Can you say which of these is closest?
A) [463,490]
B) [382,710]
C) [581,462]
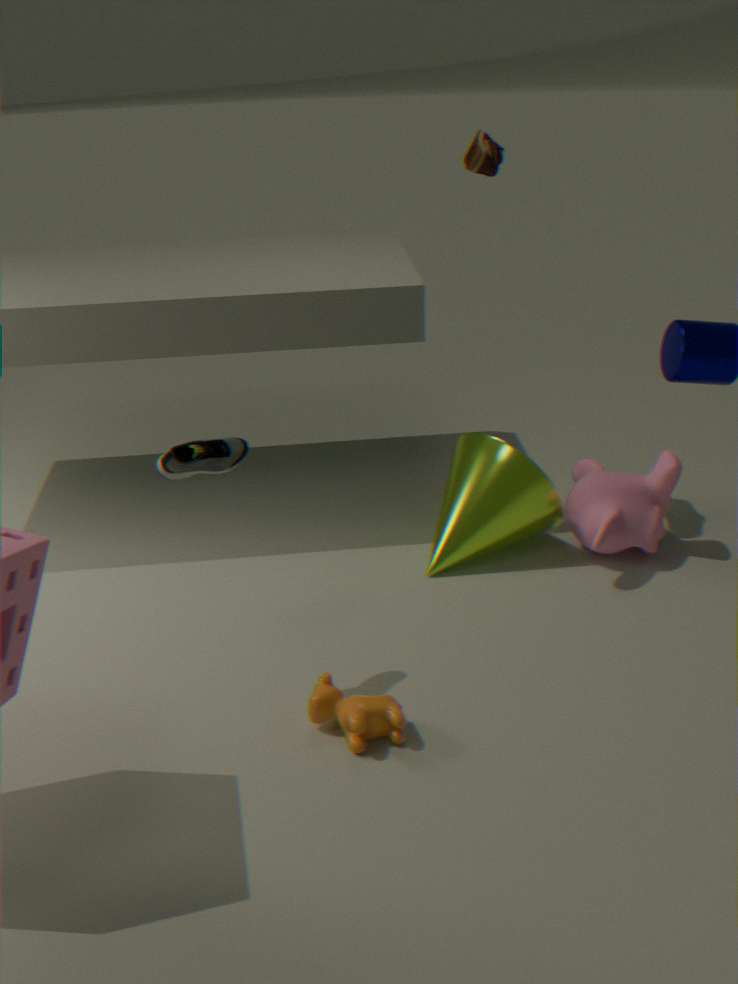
[382,710]
